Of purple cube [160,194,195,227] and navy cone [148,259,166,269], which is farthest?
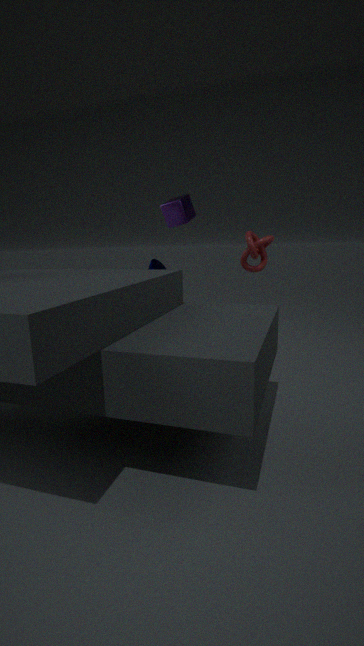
navy cone [148,259,166,269]
